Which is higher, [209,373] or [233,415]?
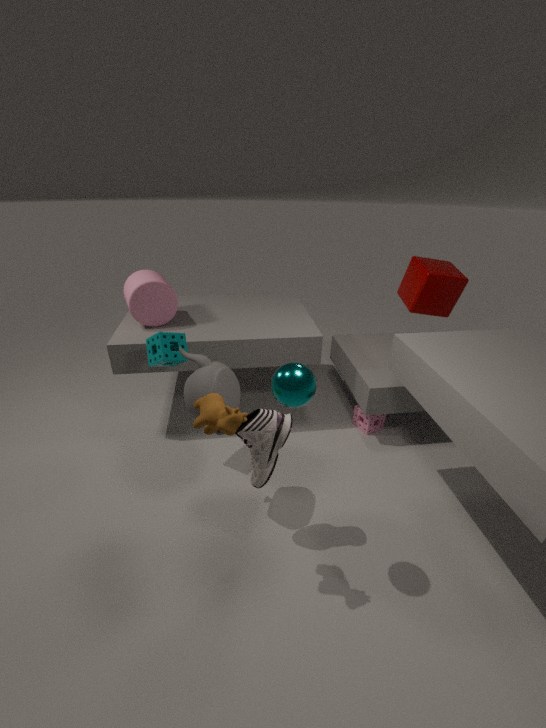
[233,415]
